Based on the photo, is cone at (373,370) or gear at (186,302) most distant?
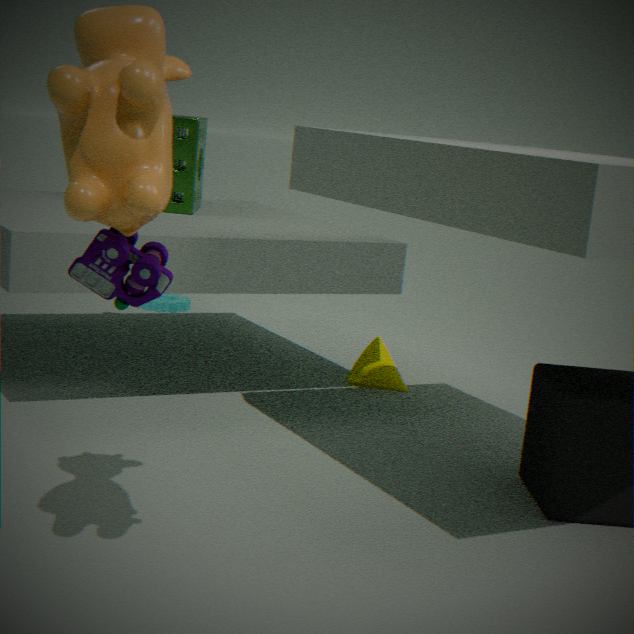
gear at (186,302)
